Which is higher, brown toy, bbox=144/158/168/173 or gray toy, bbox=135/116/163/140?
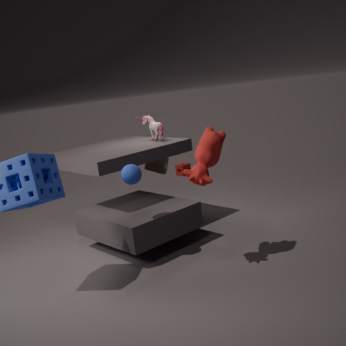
gray toy, bbox=135/116/163/140
